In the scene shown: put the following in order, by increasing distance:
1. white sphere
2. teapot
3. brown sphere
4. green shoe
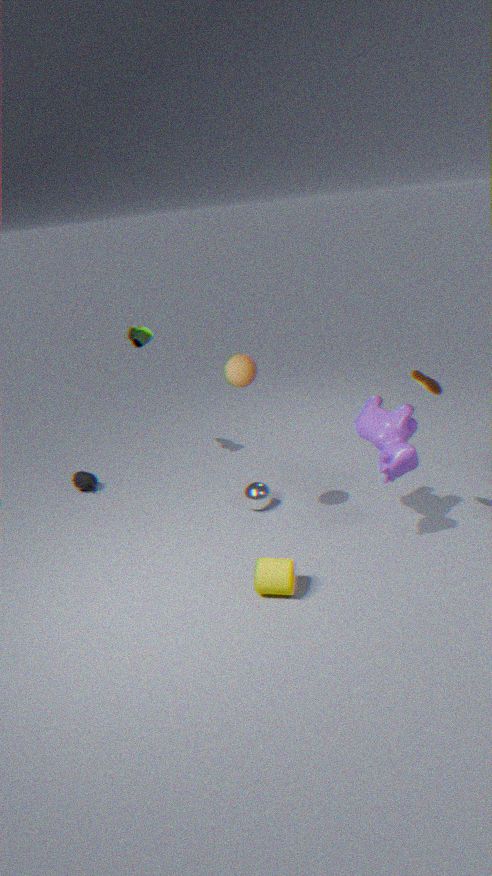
1. brown sphere
2. white sphere
3. green shoe
4. teapot
